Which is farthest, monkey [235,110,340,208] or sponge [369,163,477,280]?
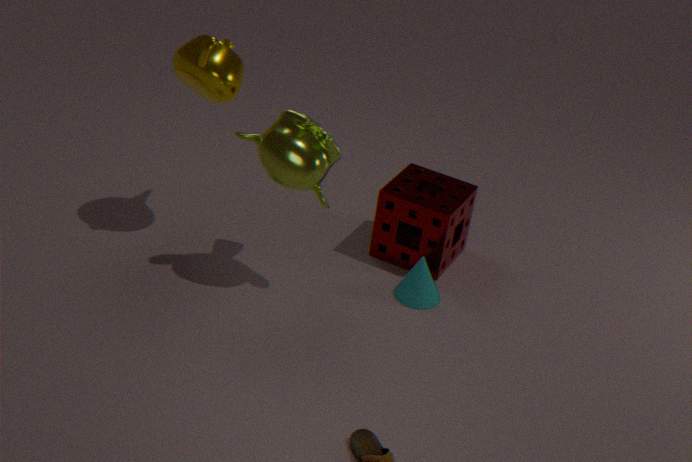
sponge [369,163,477,280]
